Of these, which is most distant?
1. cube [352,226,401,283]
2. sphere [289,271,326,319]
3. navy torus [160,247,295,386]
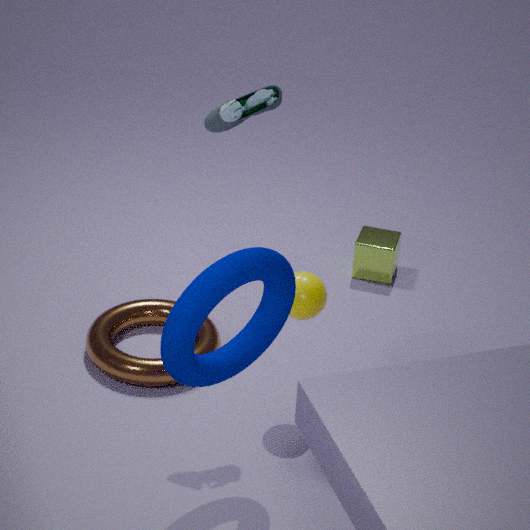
cube [352,226,401,283]
